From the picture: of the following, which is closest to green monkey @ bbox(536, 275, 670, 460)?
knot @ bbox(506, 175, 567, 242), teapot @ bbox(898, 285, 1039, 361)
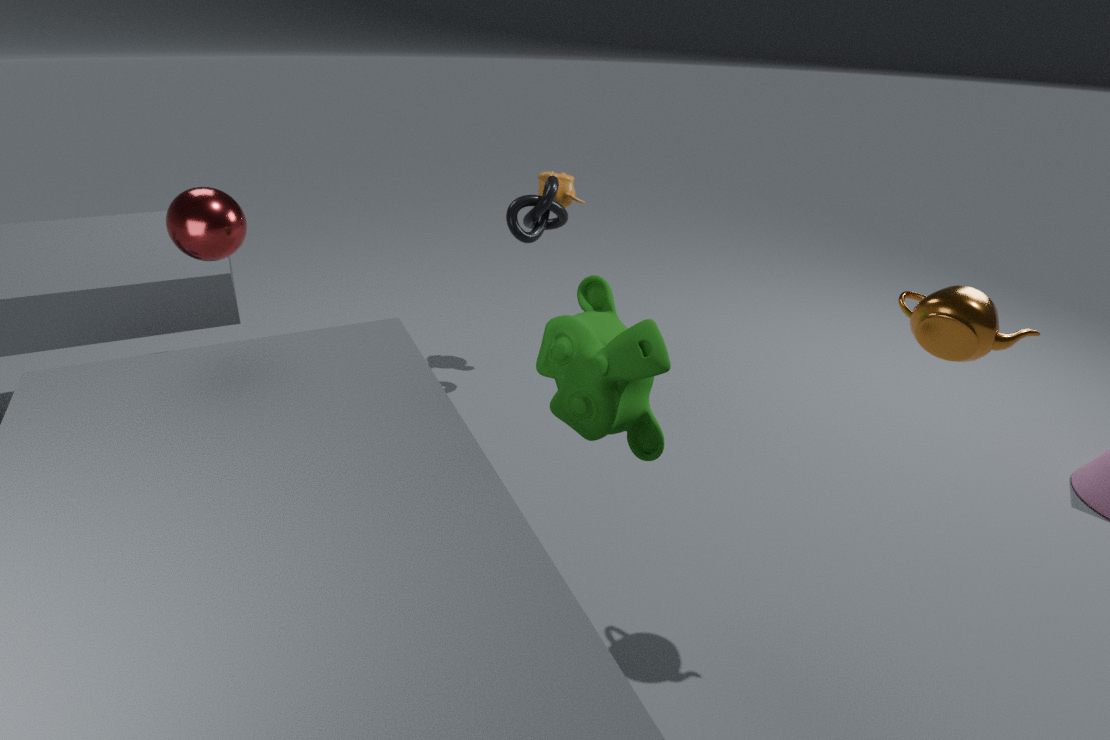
teapot @ bbox(898, 285, 1039, 361)
